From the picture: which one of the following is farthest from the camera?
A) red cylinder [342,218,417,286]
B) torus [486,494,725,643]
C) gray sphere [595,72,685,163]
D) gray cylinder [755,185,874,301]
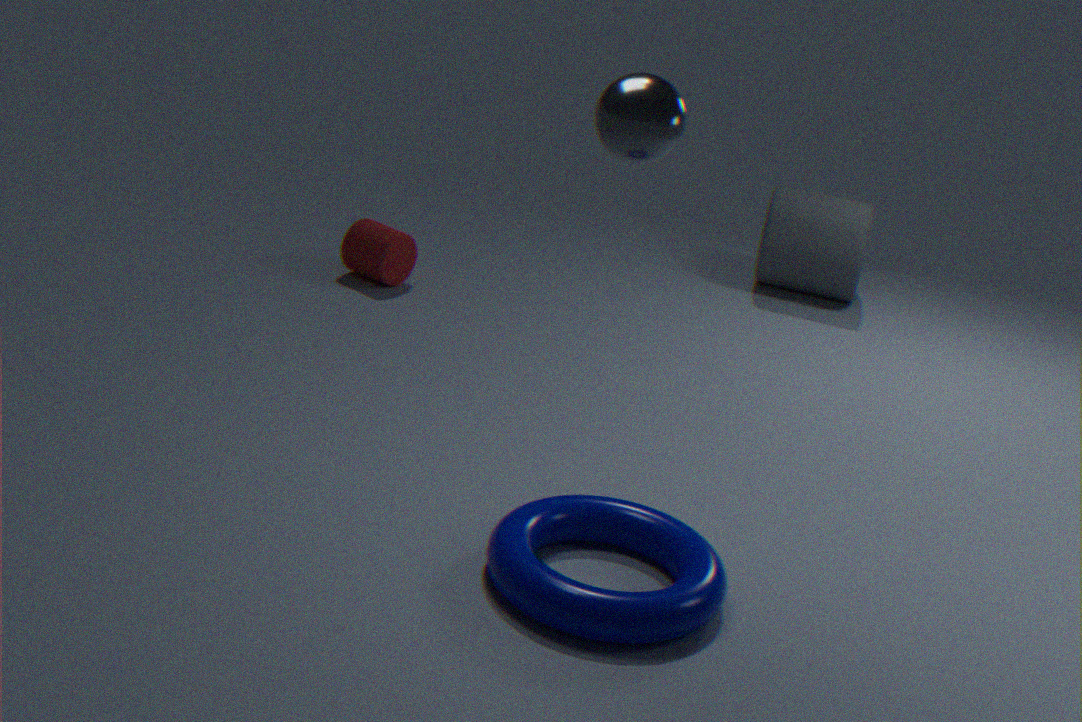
gray cylinder [755,185,874,301]
